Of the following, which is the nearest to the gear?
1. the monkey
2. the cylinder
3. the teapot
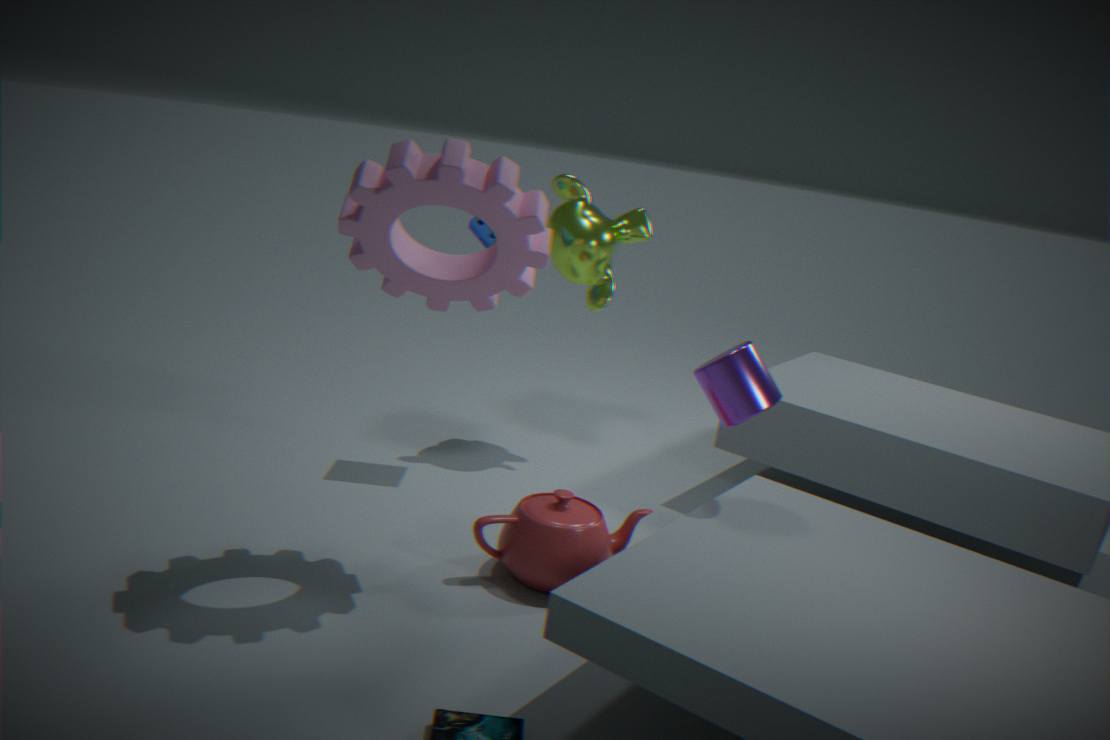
the cylinder
